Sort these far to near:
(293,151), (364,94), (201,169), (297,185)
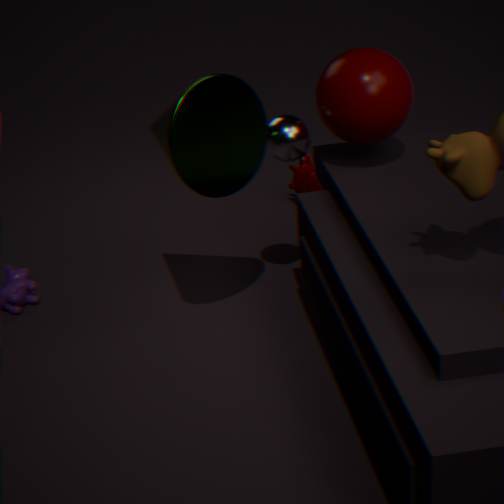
1. (297,185)
2. (293,151)
3. (364,94)
4. (201,169)
